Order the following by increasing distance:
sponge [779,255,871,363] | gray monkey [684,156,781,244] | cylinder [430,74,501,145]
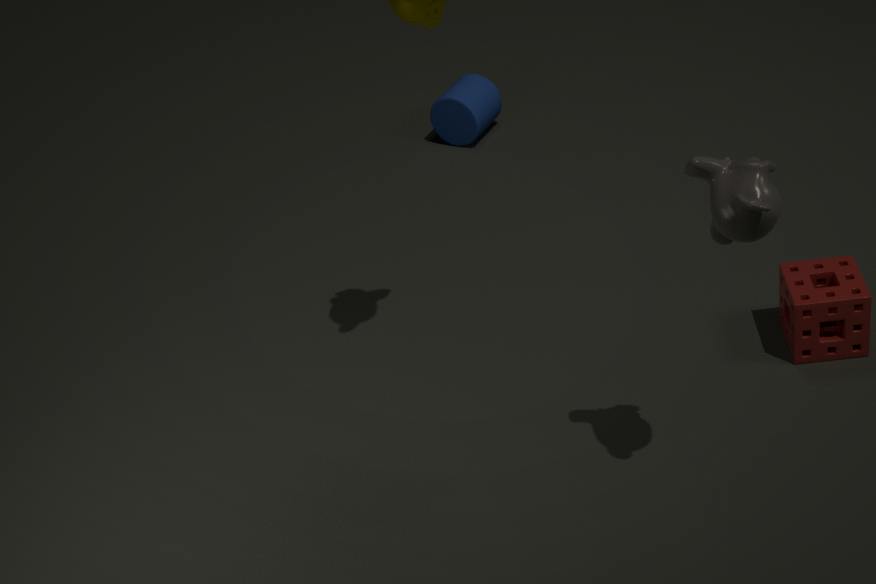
gray monkey [684,156,781,244] < sponge [779,255,871,363] < cylinder [430,74,501,145]
